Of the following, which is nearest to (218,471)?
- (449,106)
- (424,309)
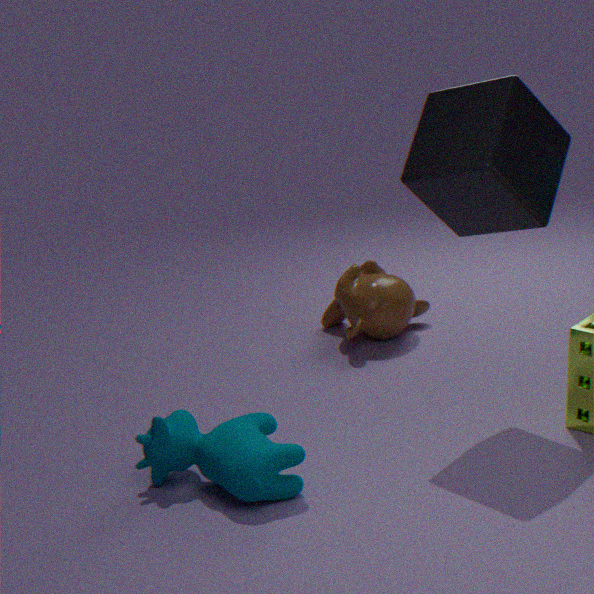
(449,106)
